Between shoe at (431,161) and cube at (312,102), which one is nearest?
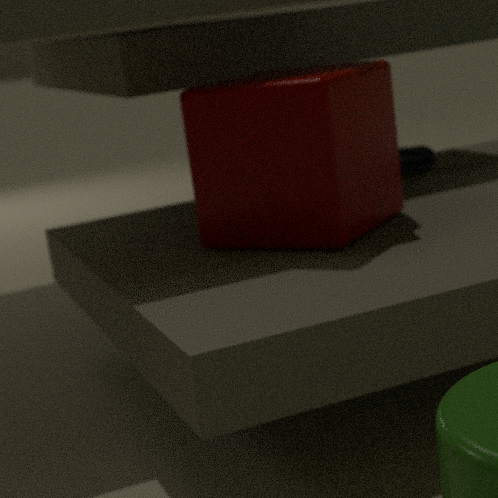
cube at (312,102)
